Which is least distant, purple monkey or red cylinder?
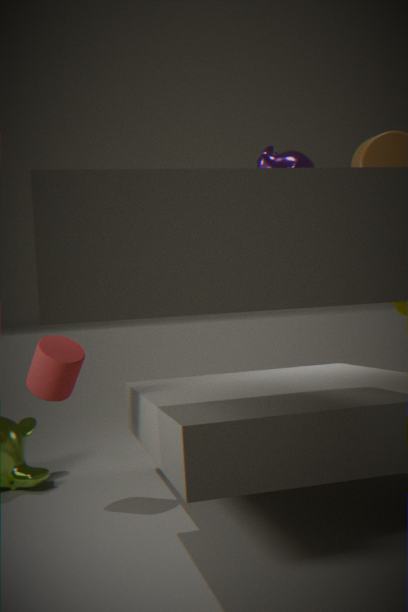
purple monkey
